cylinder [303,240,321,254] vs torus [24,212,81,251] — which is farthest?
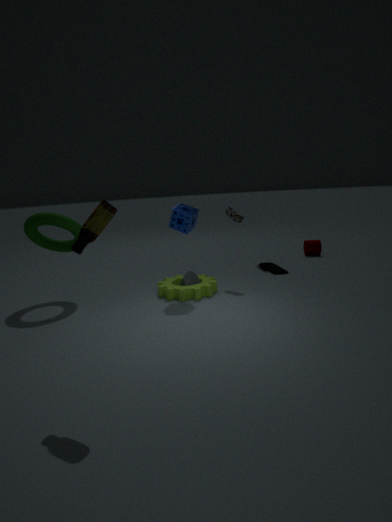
cylinder [303,240,321,254]
